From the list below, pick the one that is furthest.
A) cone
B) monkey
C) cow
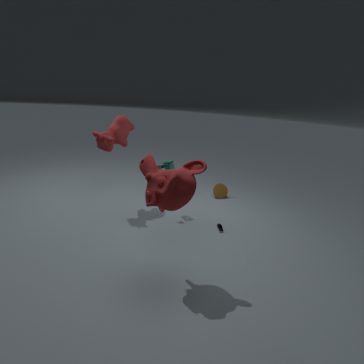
cone
